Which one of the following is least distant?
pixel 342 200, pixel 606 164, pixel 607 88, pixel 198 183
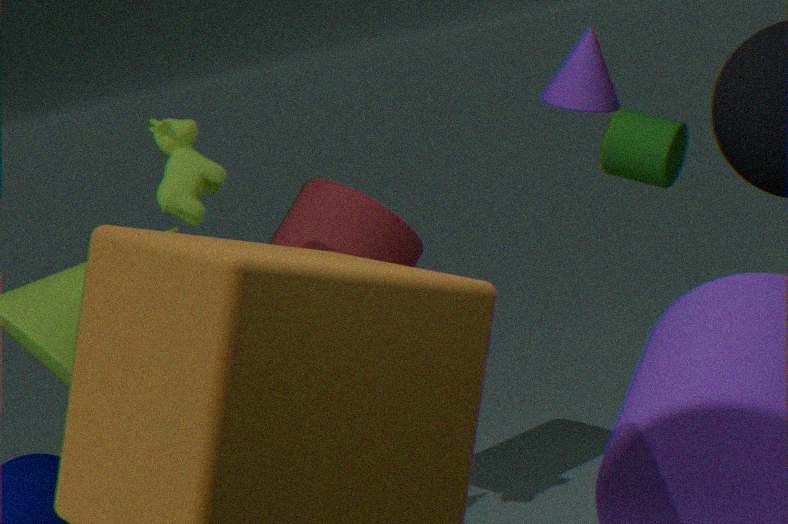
pixel 198 183
